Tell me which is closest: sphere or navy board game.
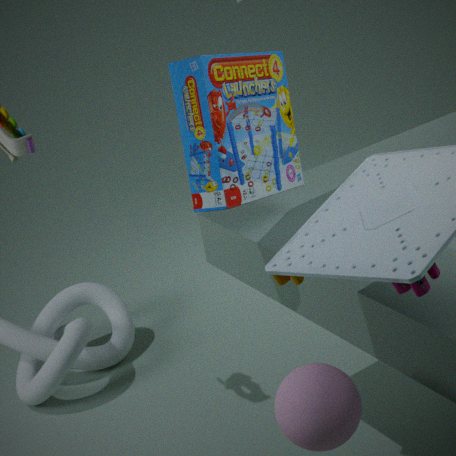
sphere
